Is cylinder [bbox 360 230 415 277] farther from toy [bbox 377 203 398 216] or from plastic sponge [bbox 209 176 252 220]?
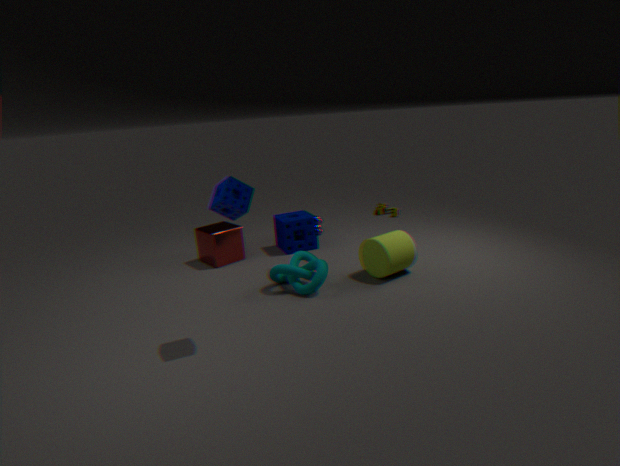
toy [bbox 377 203 398 216]
